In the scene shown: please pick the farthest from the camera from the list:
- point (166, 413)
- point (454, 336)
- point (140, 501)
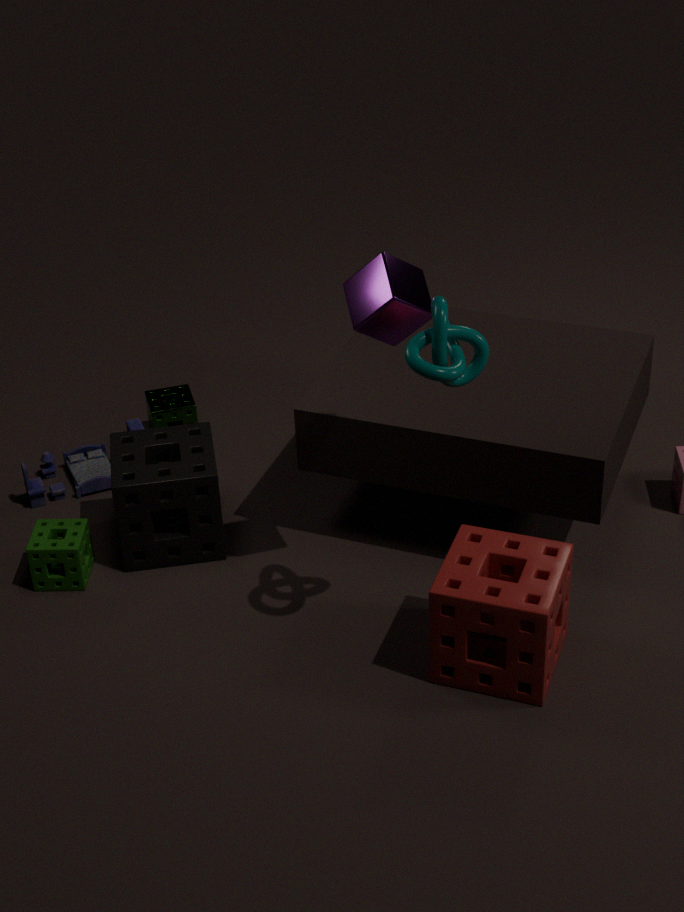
point (166, 413)
